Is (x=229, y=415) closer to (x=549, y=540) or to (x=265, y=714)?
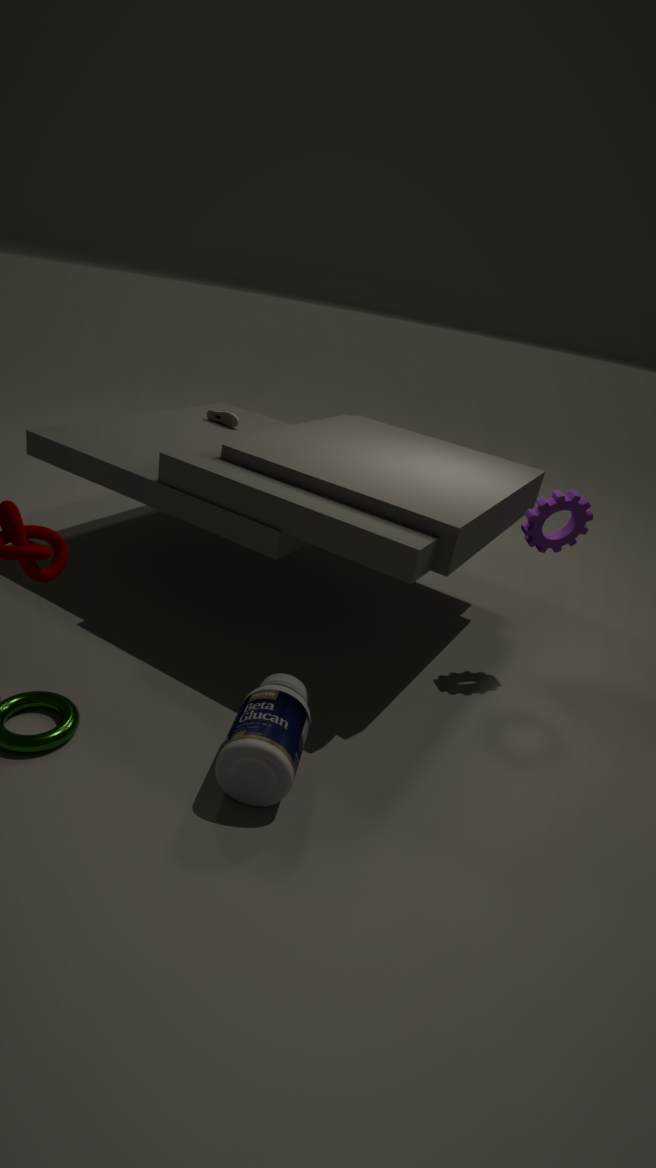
(x=549, y=540)
